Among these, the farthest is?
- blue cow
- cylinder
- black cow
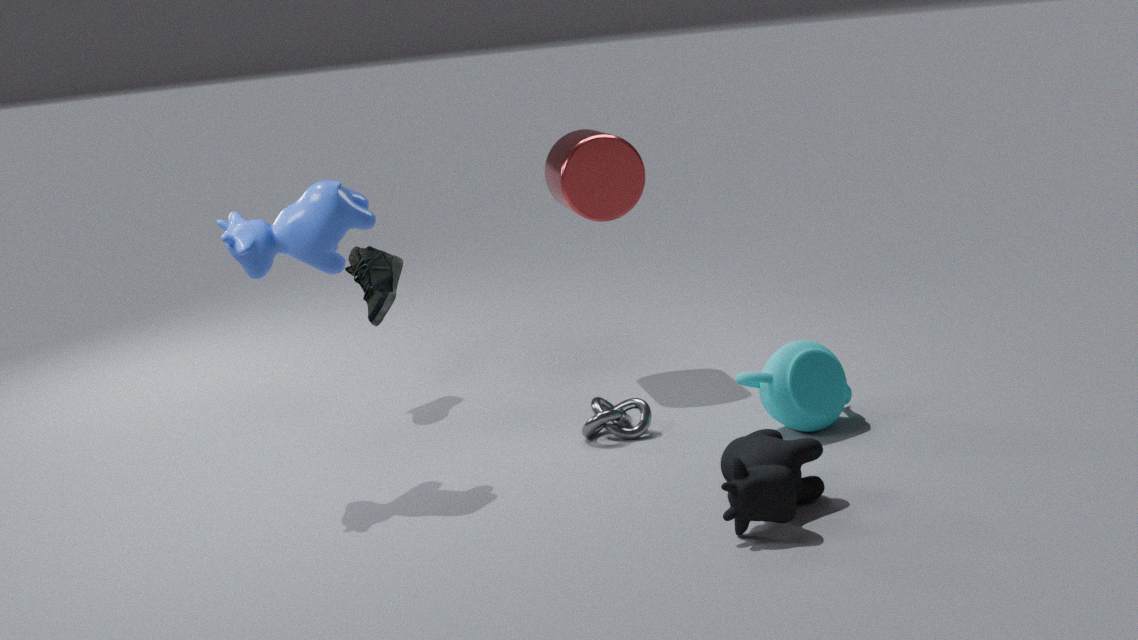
cylinder
